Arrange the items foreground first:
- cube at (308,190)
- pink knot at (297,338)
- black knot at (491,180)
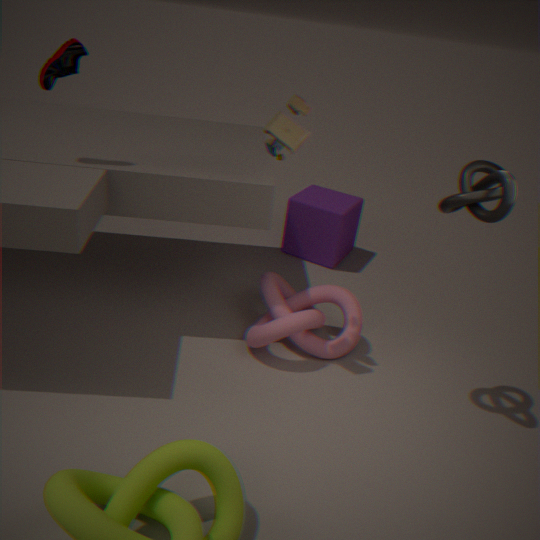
1. black knot at (491,180)
2. pink knot at (297,338)
3. cube at (308,190)
